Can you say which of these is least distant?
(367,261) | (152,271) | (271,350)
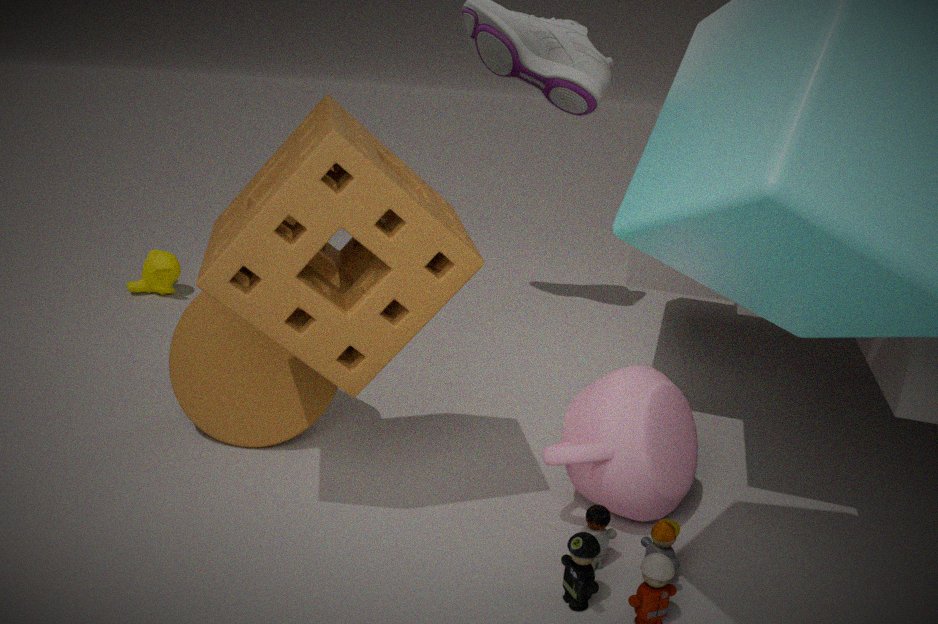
(367,261)
